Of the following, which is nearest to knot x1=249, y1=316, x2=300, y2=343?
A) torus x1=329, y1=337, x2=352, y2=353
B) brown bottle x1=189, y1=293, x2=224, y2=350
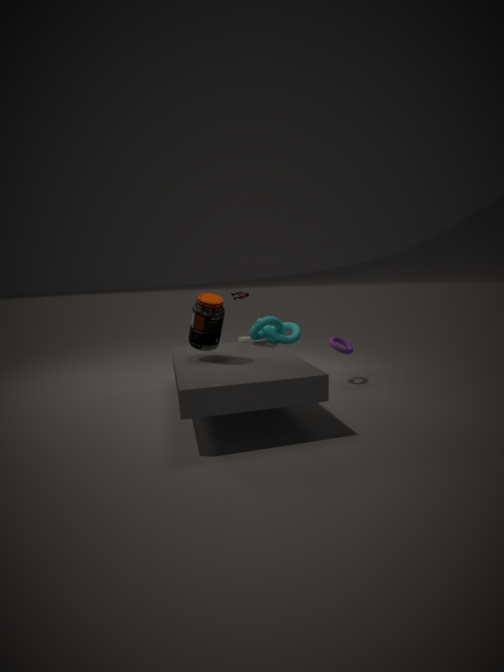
torus x1=329, y1=337, x2=352, y2=353
